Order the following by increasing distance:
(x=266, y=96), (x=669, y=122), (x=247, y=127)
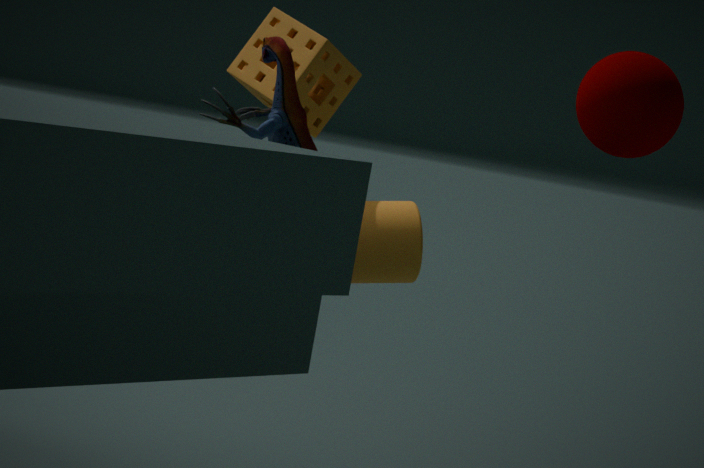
(x=247, y=127)
(x=669, y=122)
(x=266, y=96)
